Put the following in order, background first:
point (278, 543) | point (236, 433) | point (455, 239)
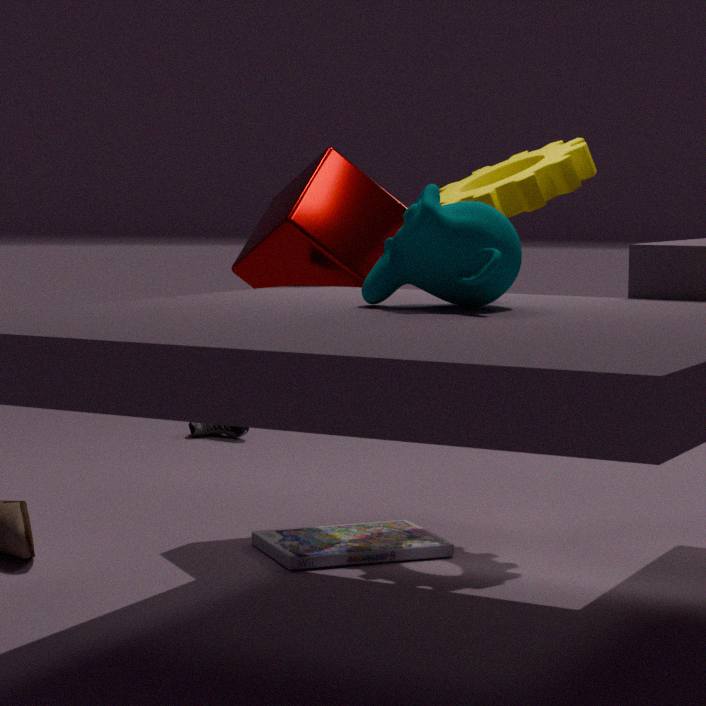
point (236, 433) < point (278, 543) < point (455, 239)
